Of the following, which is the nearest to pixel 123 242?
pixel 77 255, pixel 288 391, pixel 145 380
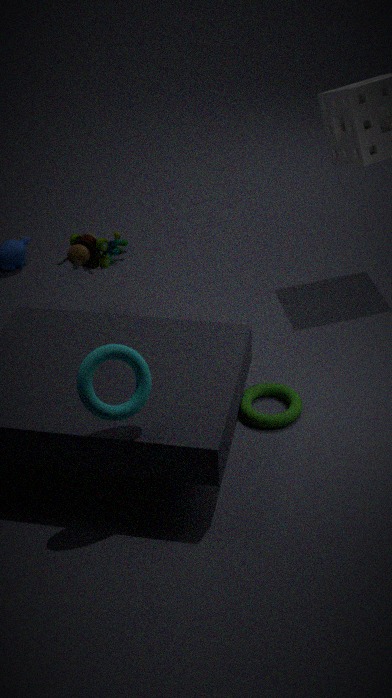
pixel 77 255
